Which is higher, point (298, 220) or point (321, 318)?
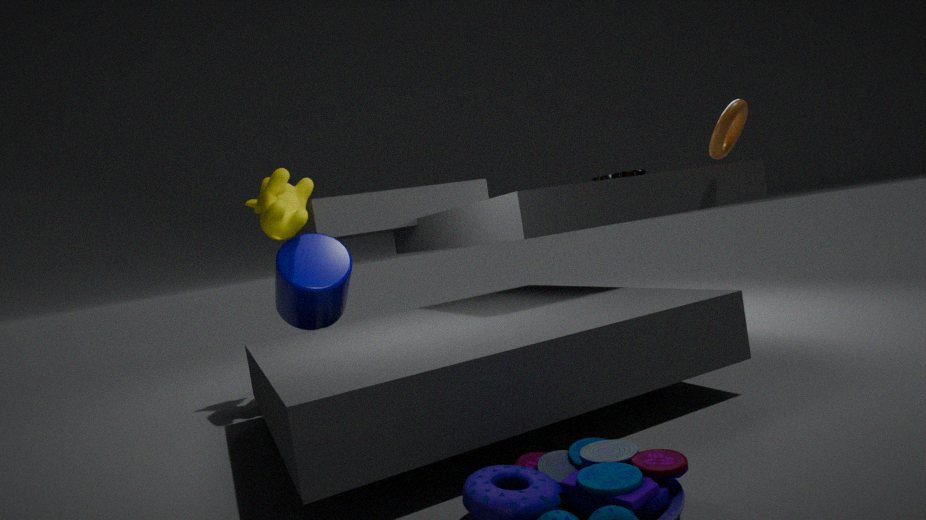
point (298, 220)
